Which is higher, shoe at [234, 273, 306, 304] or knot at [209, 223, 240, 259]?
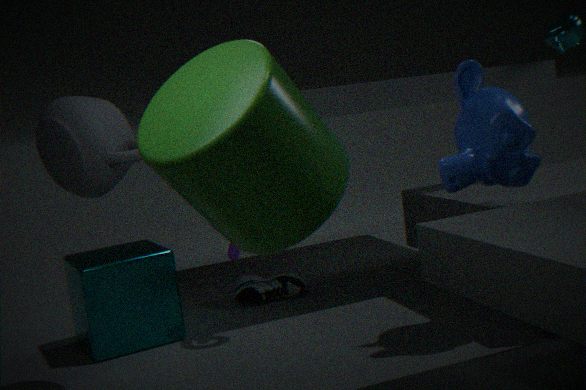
knot at [209, 223, 240, 259]
